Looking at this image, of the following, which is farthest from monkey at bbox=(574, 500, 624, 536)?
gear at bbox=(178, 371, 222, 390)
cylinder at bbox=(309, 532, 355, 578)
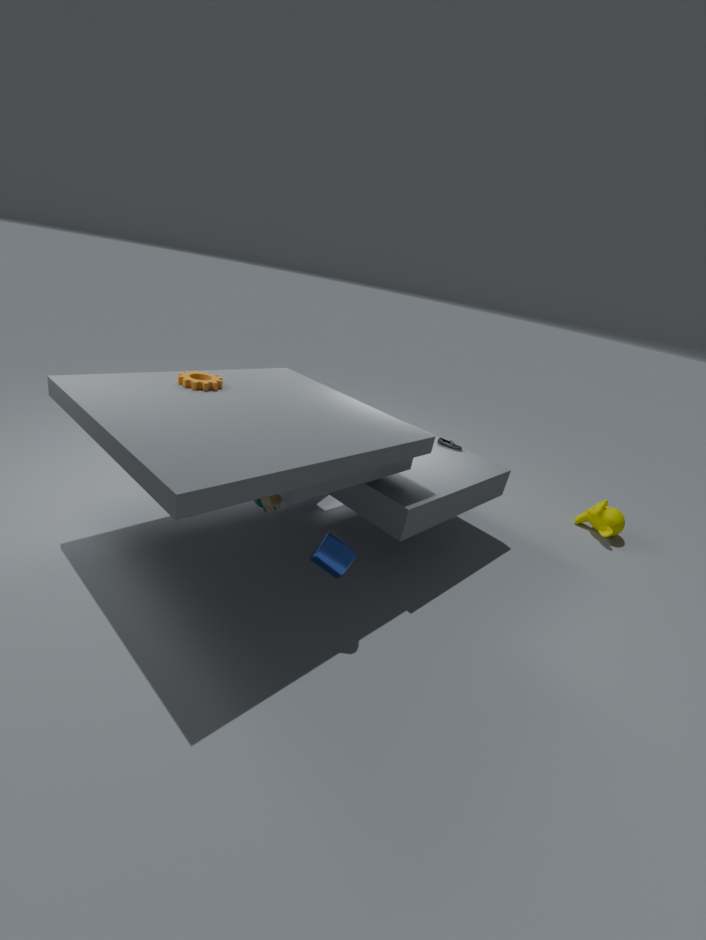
gear at bbox=(178, 371, 222, 390)
